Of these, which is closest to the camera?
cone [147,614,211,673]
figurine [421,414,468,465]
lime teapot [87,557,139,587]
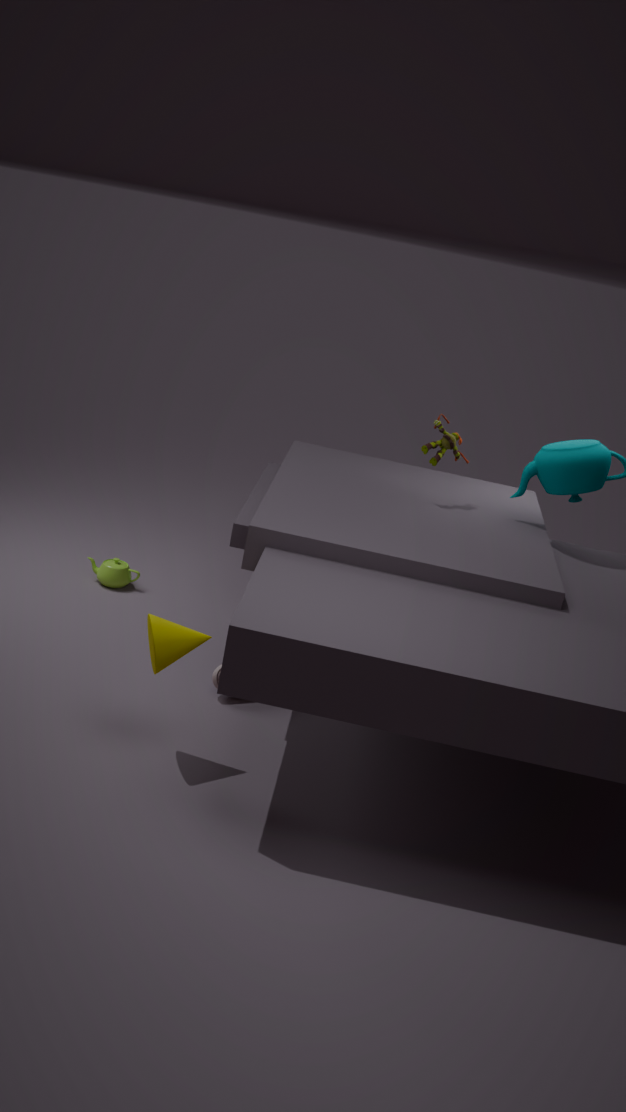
cone [147,614,211,673]
